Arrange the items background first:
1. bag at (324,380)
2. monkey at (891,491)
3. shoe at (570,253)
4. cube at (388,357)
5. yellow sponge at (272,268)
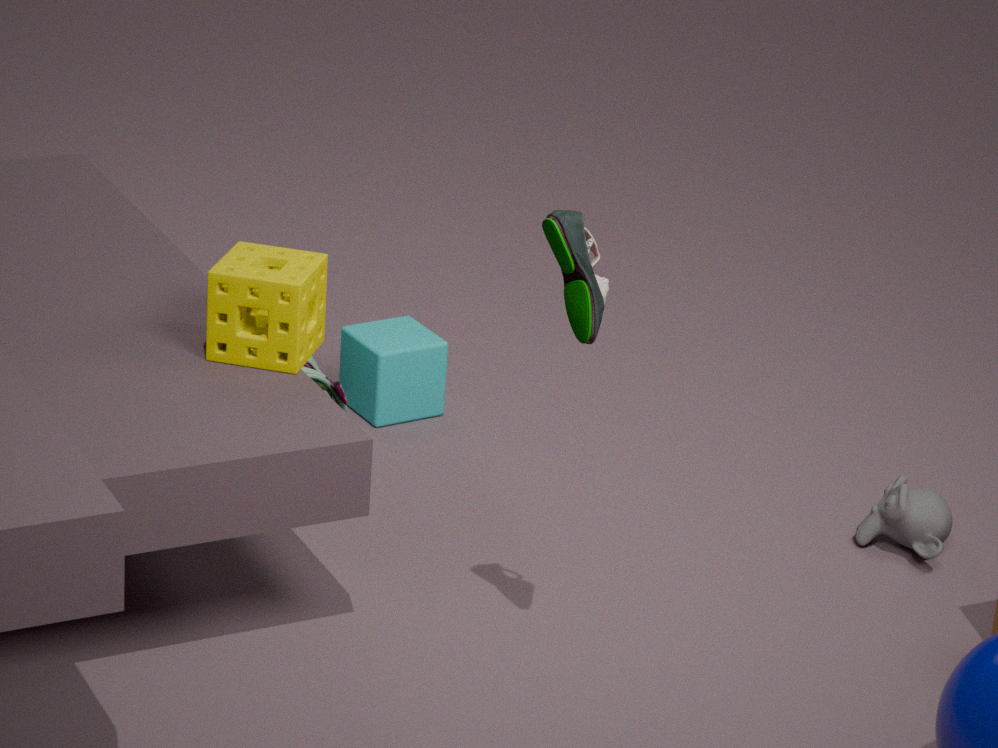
1. cube at (388,357)
2. bag at (324,380)
3. monkey at (891,491)
4. yellow sponge at (272,268)
5. shoe at (570,253)
